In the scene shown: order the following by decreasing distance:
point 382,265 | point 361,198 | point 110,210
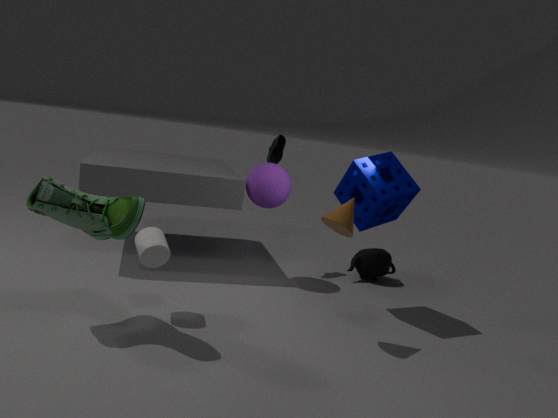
point 382,265 < point 361,198 < point 110,210
